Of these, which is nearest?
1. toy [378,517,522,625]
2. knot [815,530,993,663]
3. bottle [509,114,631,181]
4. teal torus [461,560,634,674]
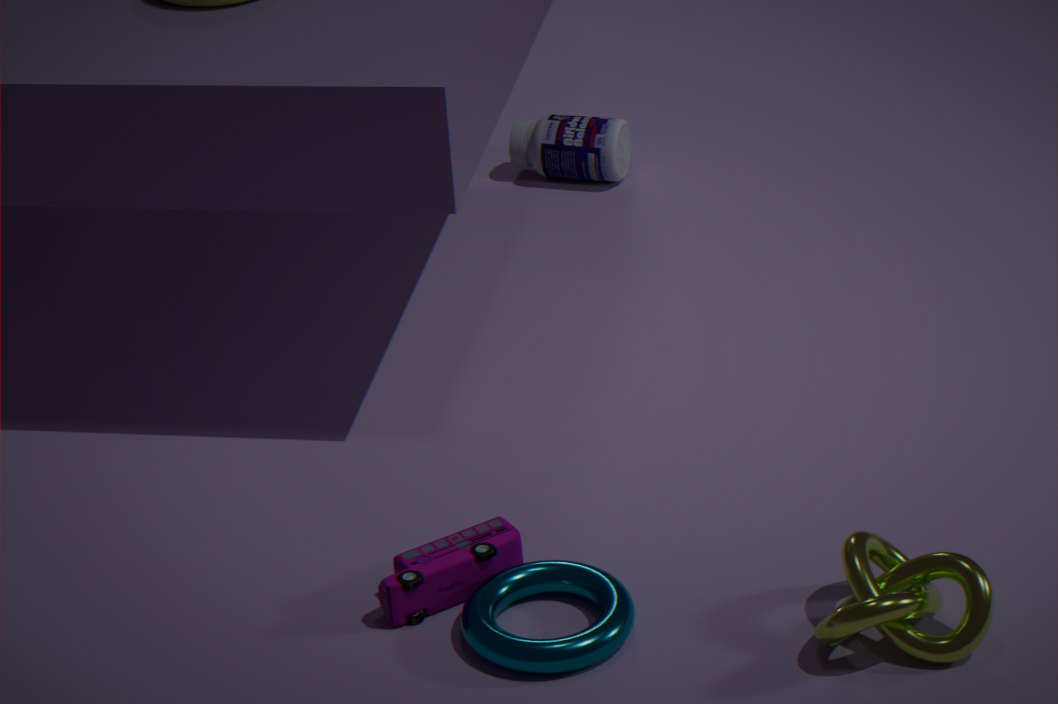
knot [815,530,993,663]
